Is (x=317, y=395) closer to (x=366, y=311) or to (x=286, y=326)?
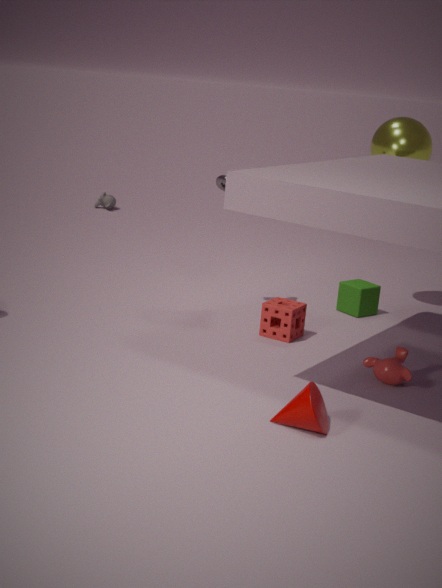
(x=286, y=326)
